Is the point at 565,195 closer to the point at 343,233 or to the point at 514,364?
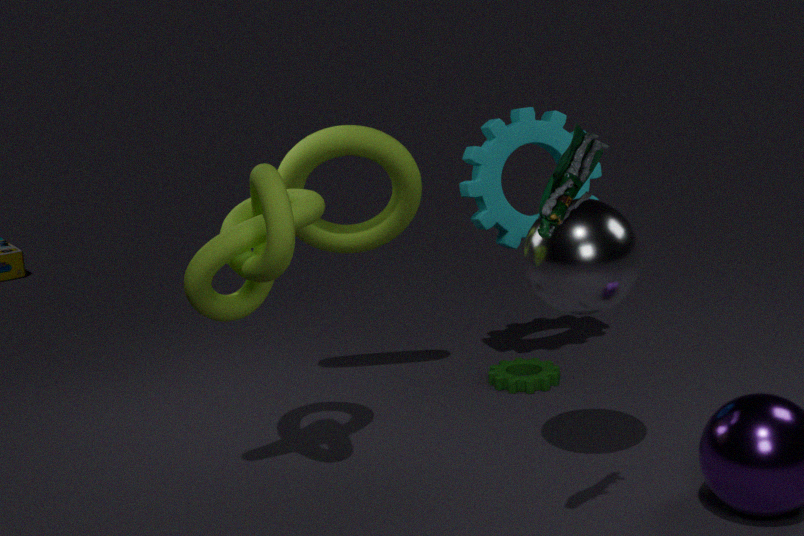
the point at 343,233
